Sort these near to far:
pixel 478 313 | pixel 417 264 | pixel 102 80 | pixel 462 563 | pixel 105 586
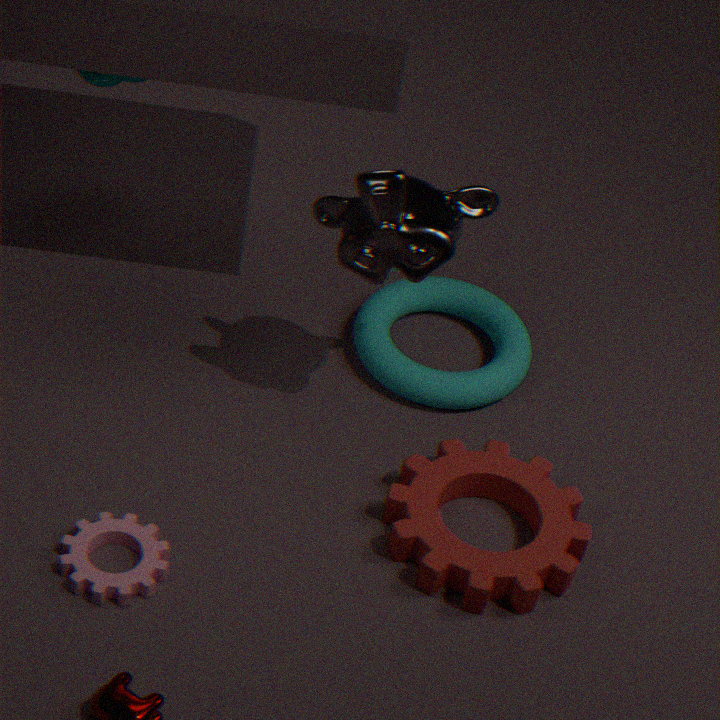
pixel 105 586 < pixel 462 563 < pixel 417 264 < pixel 478 313 < pixel 102 80
